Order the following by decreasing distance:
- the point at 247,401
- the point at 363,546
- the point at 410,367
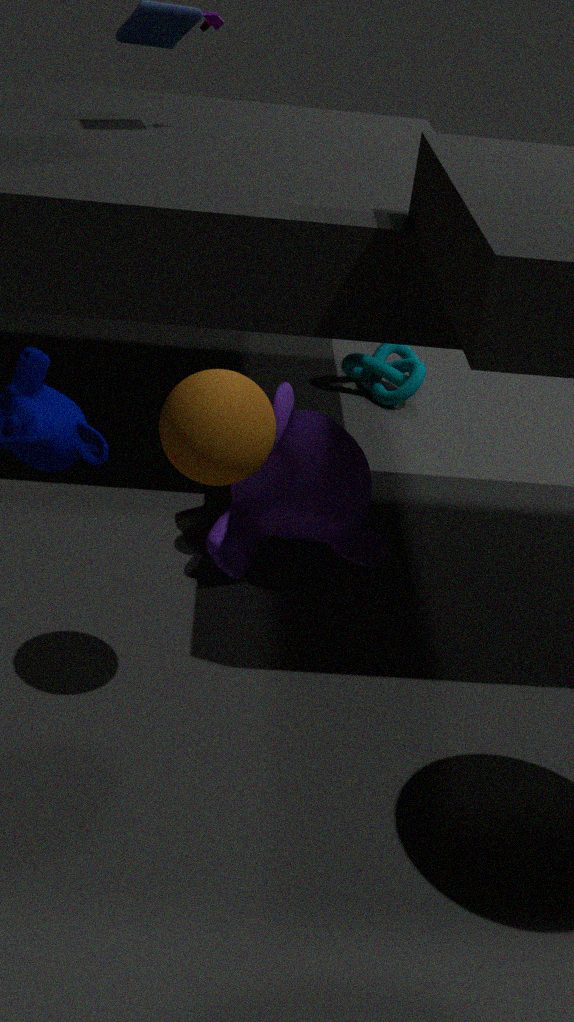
1. the point at 410,367
2. the point at 363,546
3. the point at 247,401
